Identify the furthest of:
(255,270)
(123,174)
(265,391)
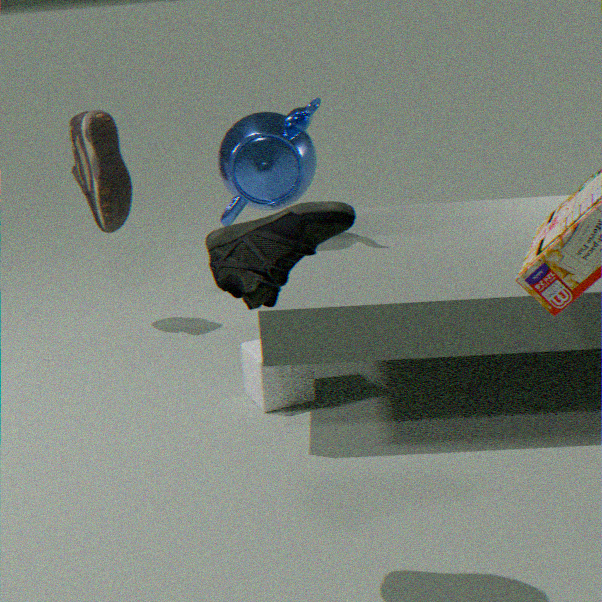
(123,174)
